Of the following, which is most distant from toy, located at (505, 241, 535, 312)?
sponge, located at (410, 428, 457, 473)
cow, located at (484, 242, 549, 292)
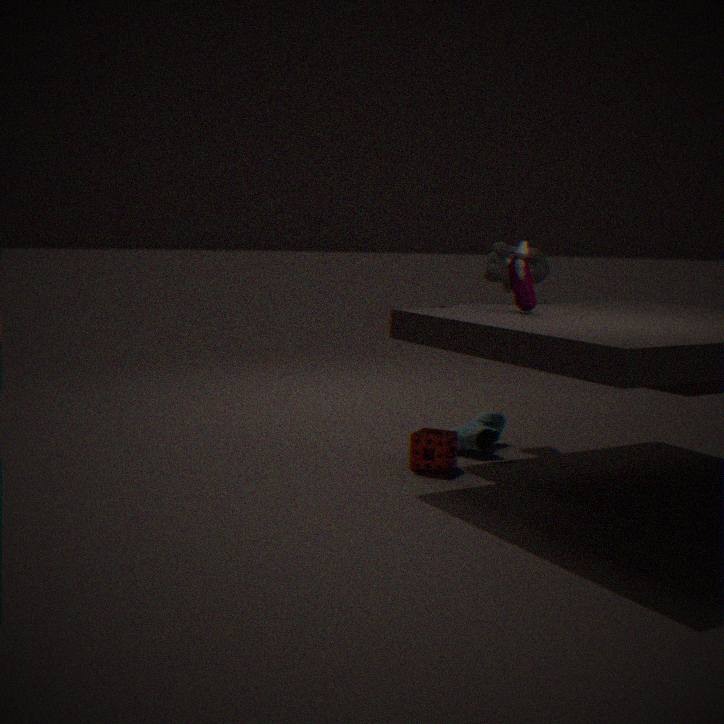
sponge, located at (410, 428, 457, 473)
